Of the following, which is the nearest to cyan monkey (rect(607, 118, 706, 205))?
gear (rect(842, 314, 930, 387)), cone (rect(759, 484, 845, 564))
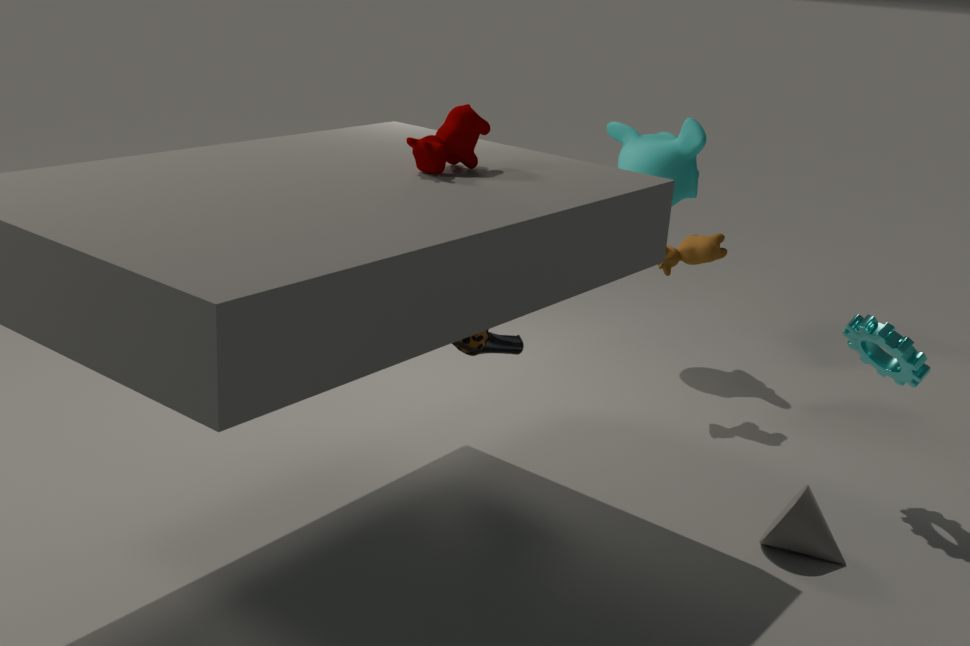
gear (rect(842, 314, 930, 387))
